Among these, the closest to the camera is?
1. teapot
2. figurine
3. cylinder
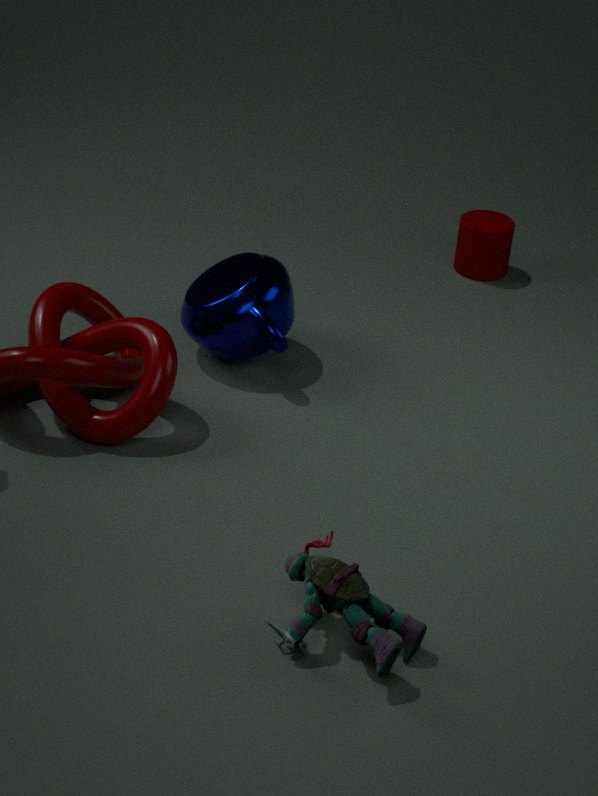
figurine
